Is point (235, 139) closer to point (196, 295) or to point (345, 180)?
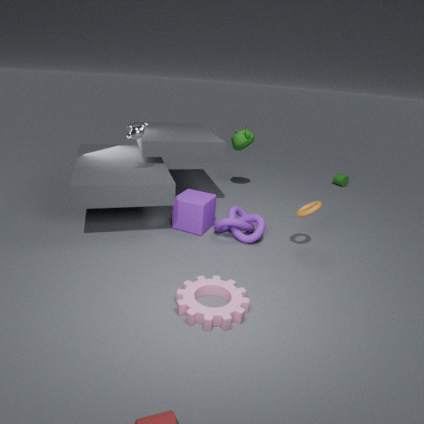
point (345, 180)
